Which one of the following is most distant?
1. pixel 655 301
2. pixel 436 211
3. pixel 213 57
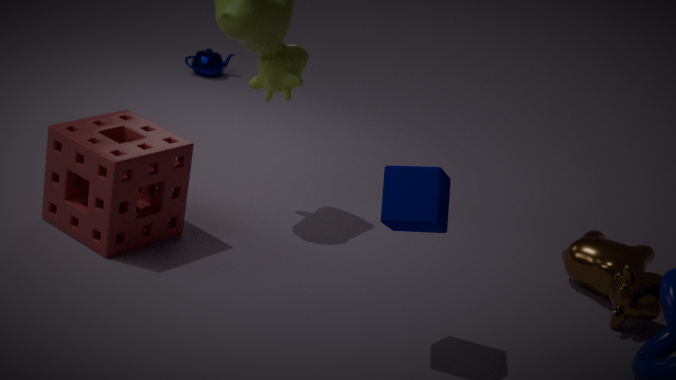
pixel 213 57
